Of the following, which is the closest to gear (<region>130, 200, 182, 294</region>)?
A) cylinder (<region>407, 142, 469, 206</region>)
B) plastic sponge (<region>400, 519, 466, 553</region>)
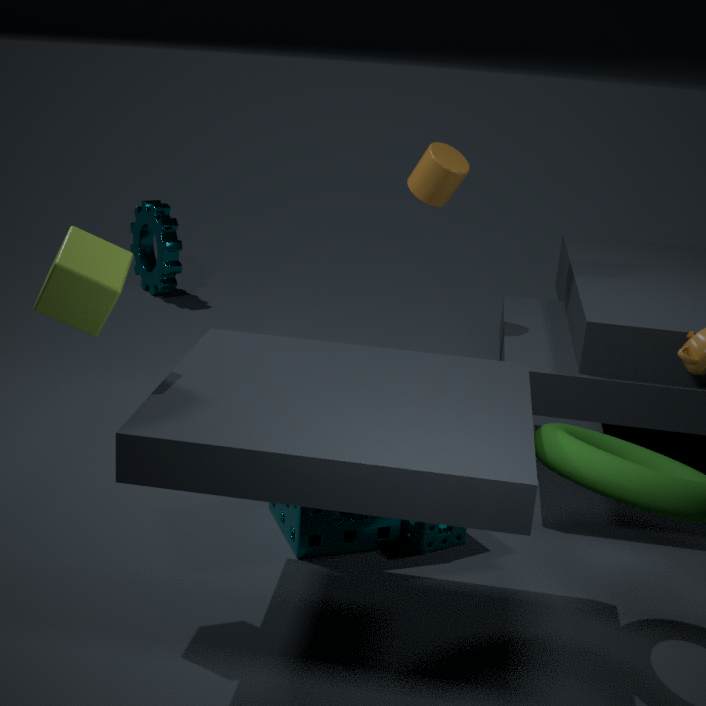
cylinder (<region>407, 142, 469, 206</region>)
